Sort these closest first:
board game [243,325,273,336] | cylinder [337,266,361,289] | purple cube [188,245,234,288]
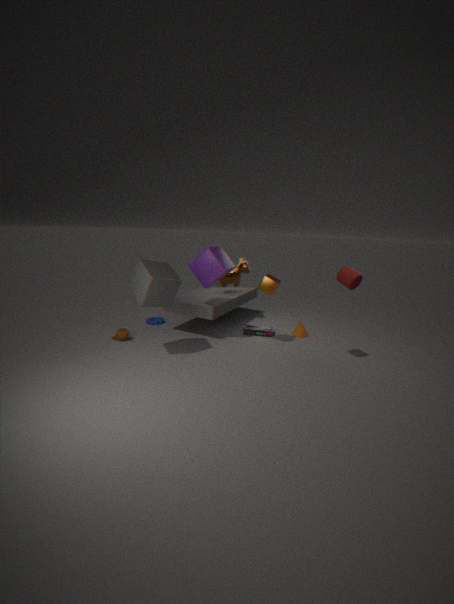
cylinder [337,266,361,289]
purple cube [188,245,234,288]
board game [243,325,273,336]
